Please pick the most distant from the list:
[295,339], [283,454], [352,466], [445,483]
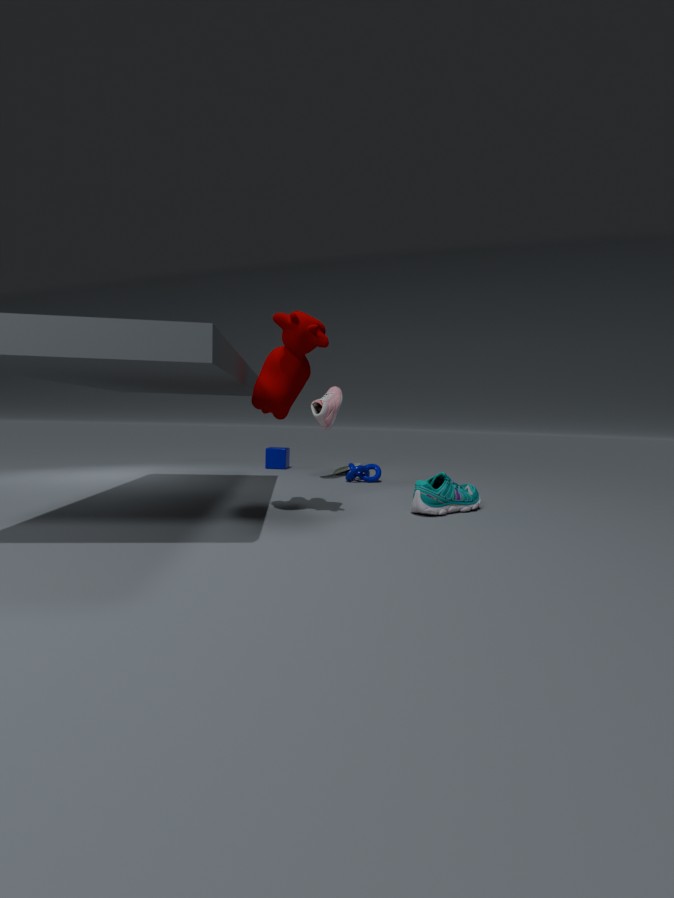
[283,454]
